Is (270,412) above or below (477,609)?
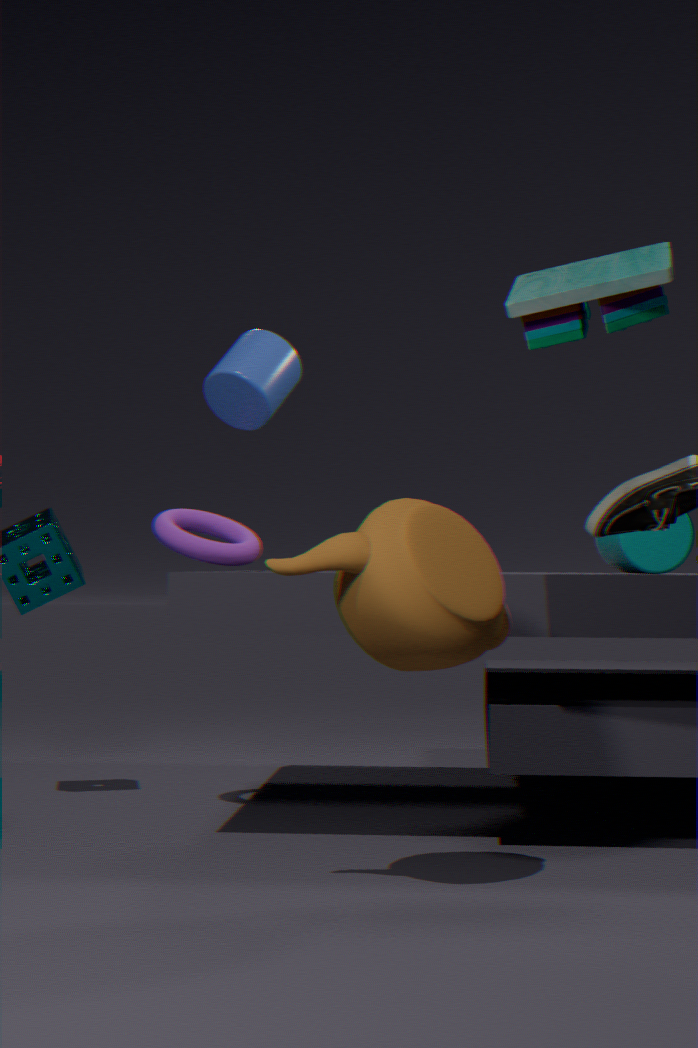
above
